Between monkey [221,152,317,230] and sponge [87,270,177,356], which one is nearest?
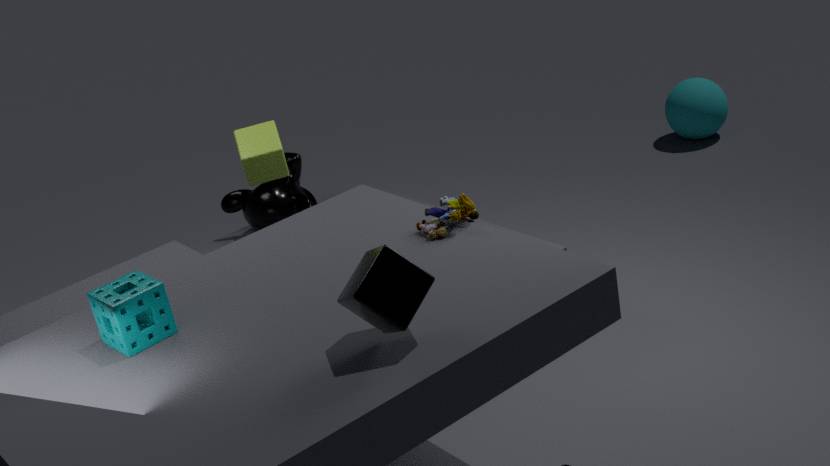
sponge [87,270,177,356]
